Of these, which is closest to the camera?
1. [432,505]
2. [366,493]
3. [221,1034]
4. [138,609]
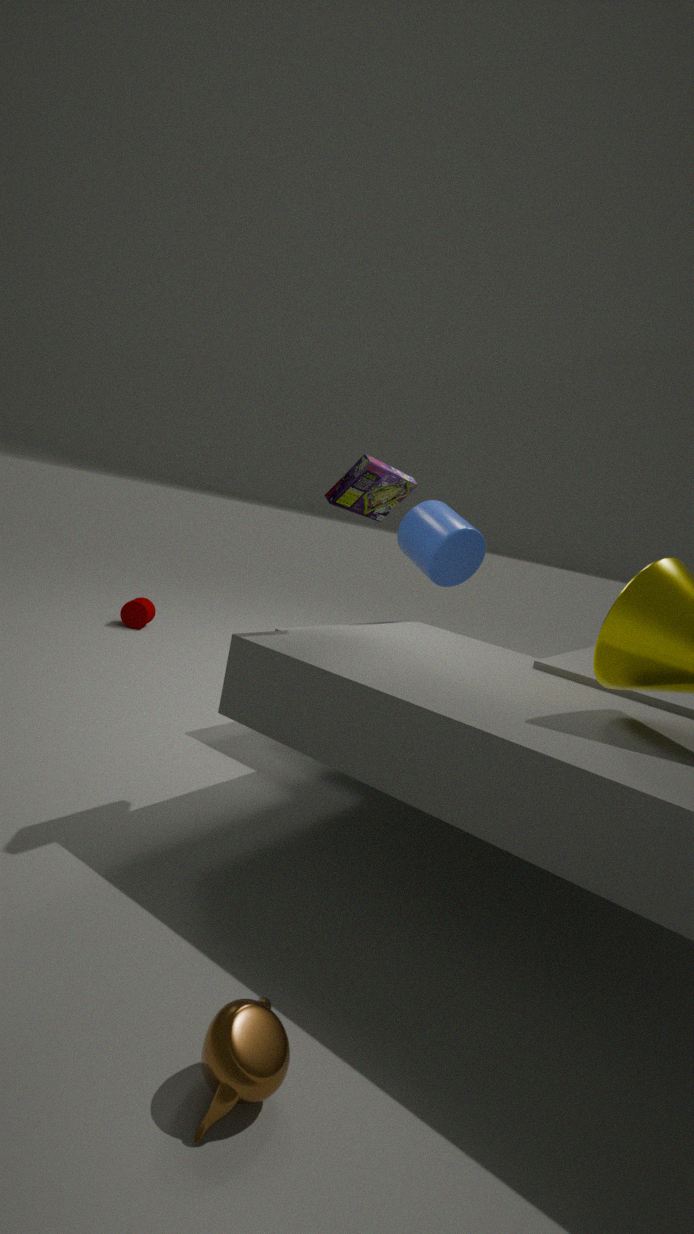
[221,1034]
